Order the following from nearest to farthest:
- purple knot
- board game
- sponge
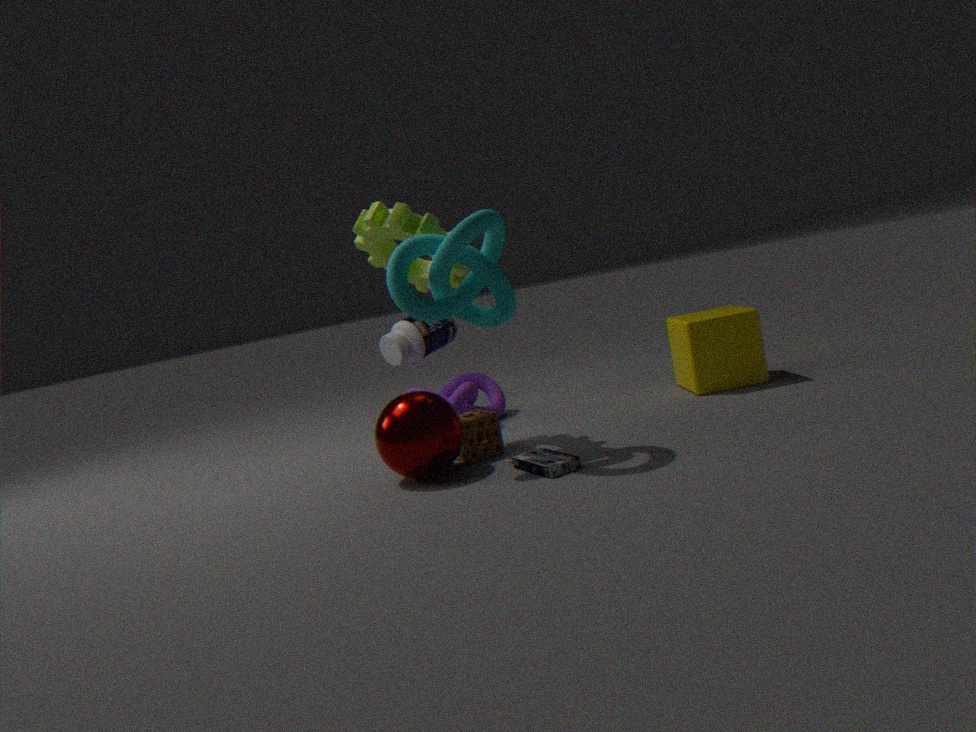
board game
sponge
purple knot
